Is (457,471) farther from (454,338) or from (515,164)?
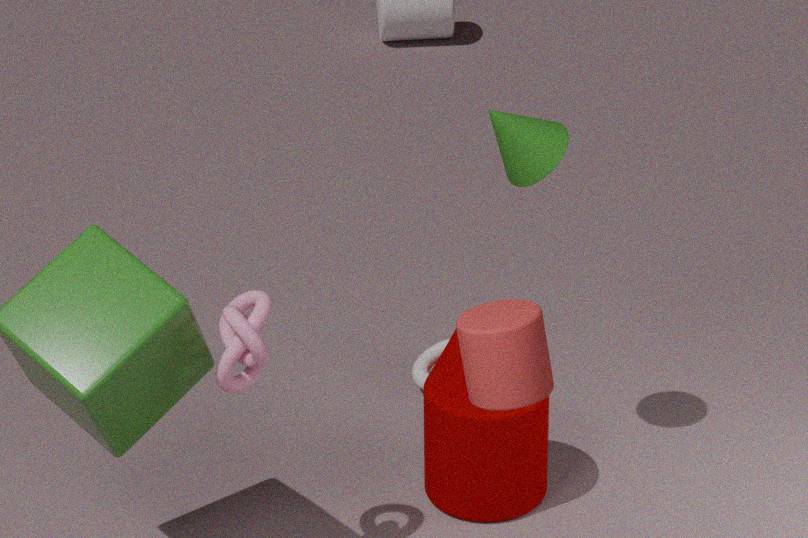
(515,164)
